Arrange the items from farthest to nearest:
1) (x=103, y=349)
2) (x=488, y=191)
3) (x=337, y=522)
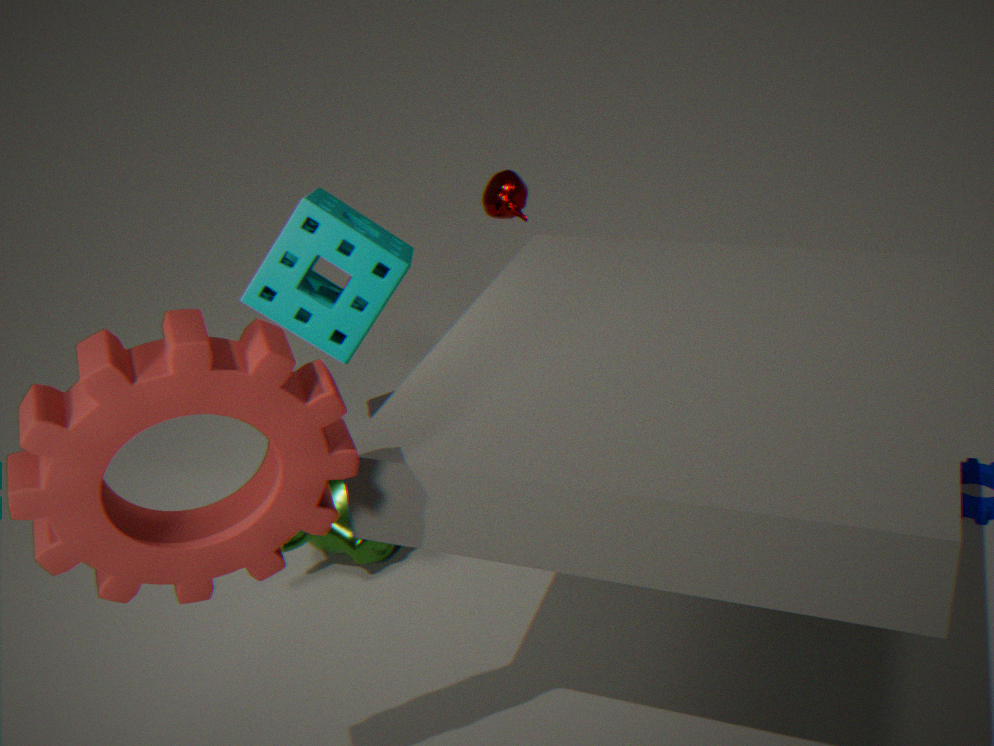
2. (x=488, y=191) < 3. (x=337, y=522) < 1. (x=103, y=349)
